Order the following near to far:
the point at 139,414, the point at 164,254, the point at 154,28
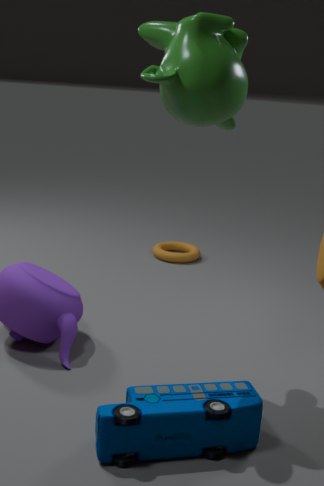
the point at 139,414
the point at 154,28
the point at 164,254
